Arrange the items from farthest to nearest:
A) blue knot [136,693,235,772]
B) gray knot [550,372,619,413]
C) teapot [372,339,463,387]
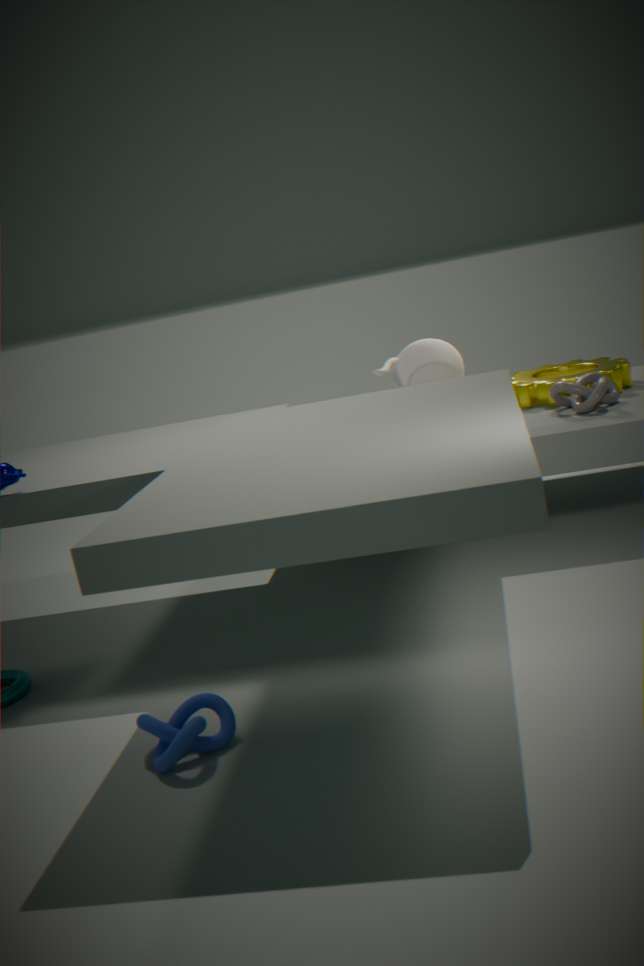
teapot [372,339,463,387], gray knot [550,372,619,413], blue knot [136,693,235,772]
